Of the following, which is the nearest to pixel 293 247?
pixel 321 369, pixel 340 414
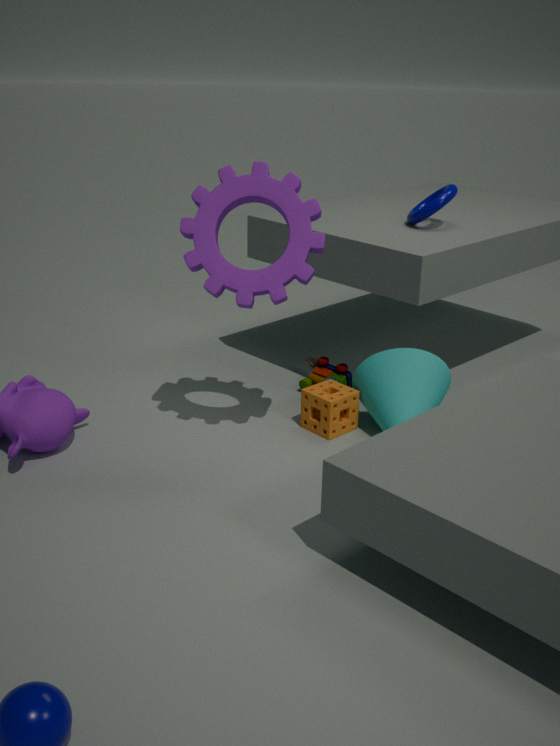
pixel 340 414
